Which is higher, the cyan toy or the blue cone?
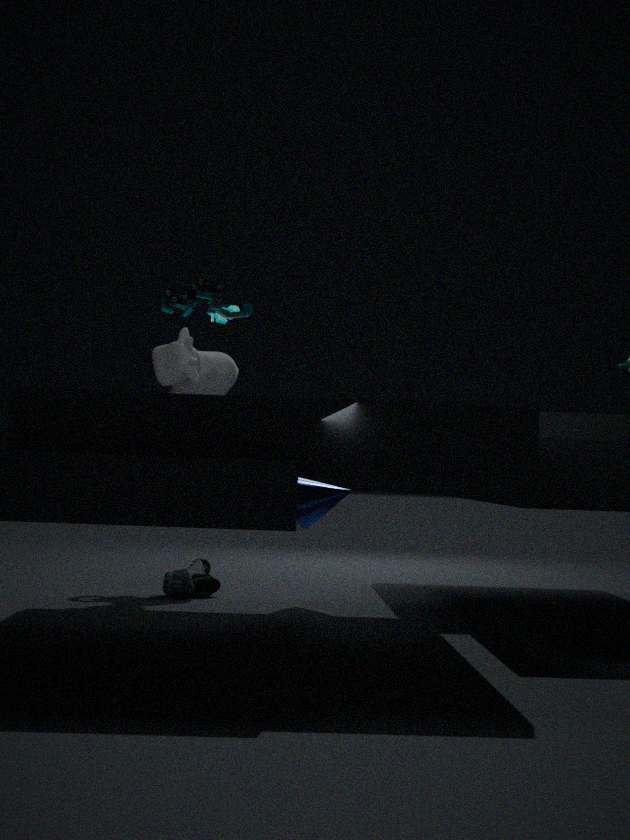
the cyan toy
